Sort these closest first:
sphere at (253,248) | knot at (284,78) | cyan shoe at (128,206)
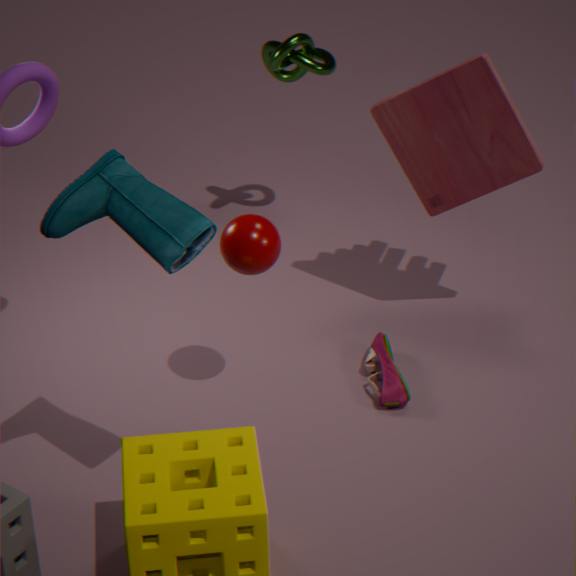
cyan shoe at (128,206), sphere at (253,248), knot at (284,78)
